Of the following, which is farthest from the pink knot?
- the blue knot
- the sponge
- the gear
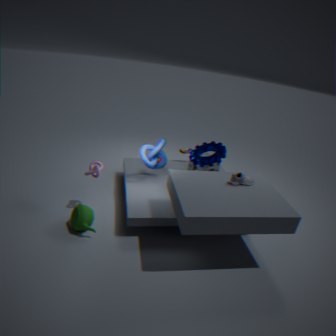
the sponge
